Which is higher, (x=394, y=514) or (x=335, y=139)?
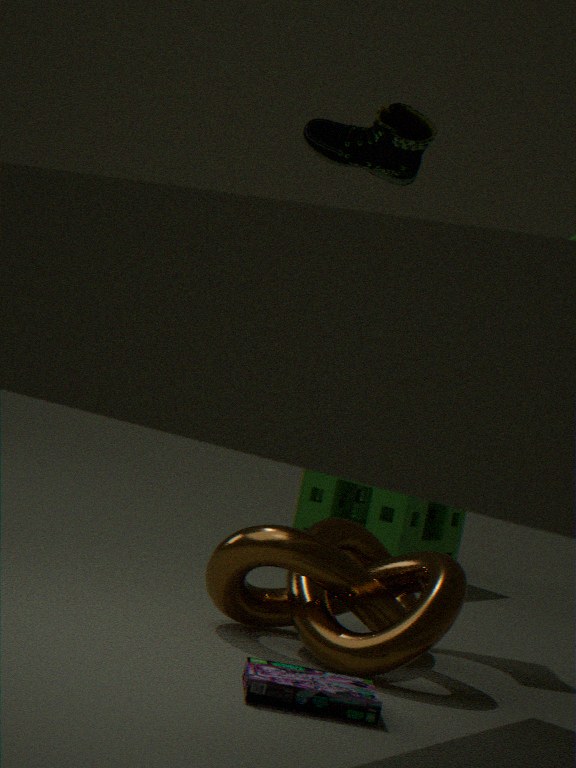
(x=335, y=139)
